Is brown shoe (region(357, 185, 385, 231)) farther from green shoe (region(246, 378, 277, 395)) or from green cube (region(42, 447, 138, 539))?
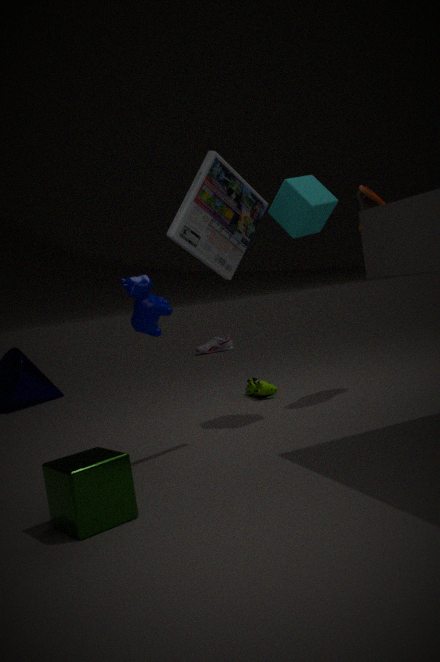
green cube (region(42, 447, 138, 539))
